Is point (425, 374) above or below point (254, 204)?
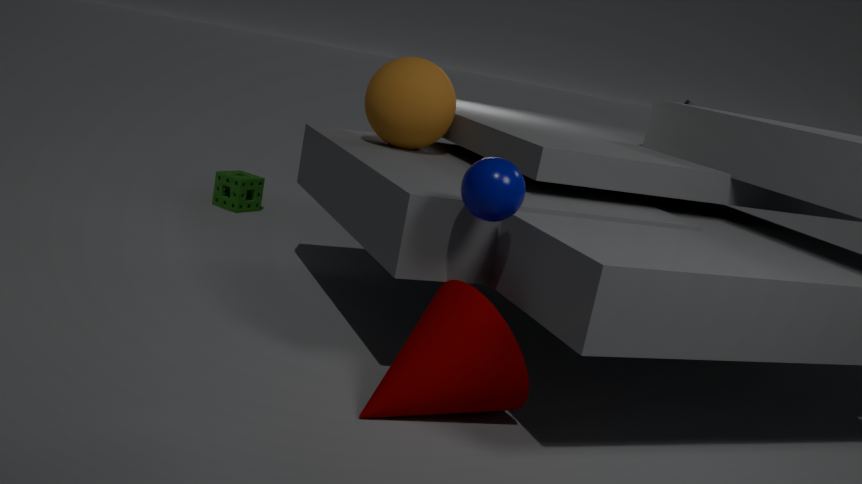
above
